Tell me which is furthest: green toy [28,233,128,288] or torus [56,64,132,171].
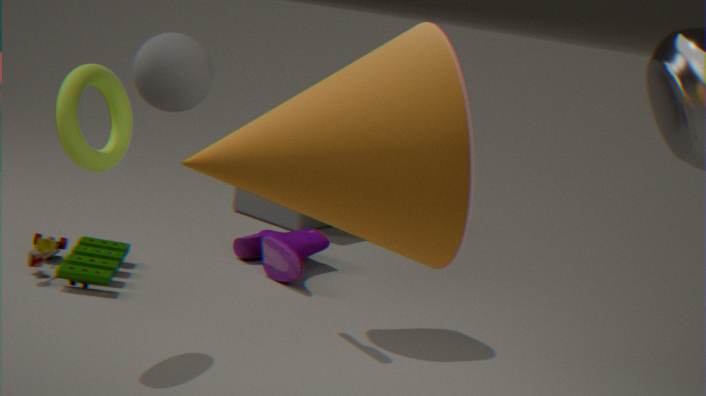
green toy [28,233,128,288]
